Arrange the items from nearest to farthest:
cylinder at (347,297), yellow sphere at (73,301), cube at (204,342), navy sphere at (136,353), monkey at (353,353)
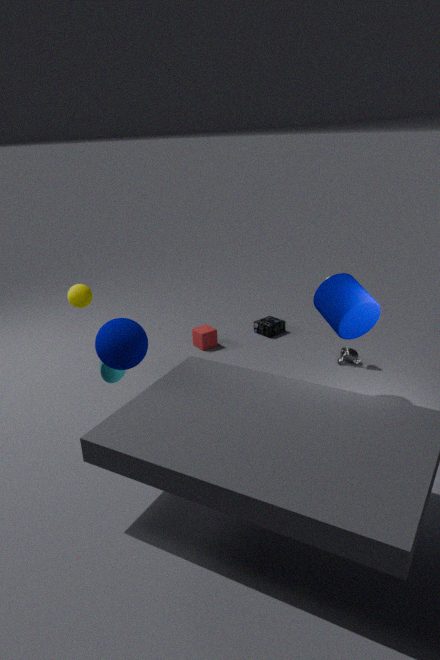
1. navy sphere at (136,353)
2. cylinder at (347,297)
3. yellow sphere at (73,301)
4. monkey at (353,353)
5. cube at (204,342)
